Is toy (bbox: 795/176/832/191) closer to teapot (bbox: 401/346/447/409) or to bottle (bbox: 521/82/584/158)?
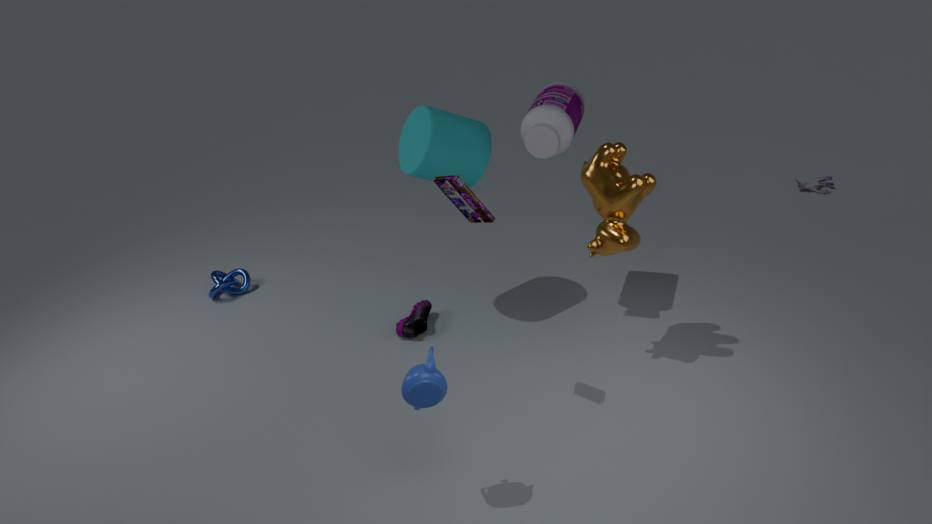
bottle (bbox: 521/82/584/158)
